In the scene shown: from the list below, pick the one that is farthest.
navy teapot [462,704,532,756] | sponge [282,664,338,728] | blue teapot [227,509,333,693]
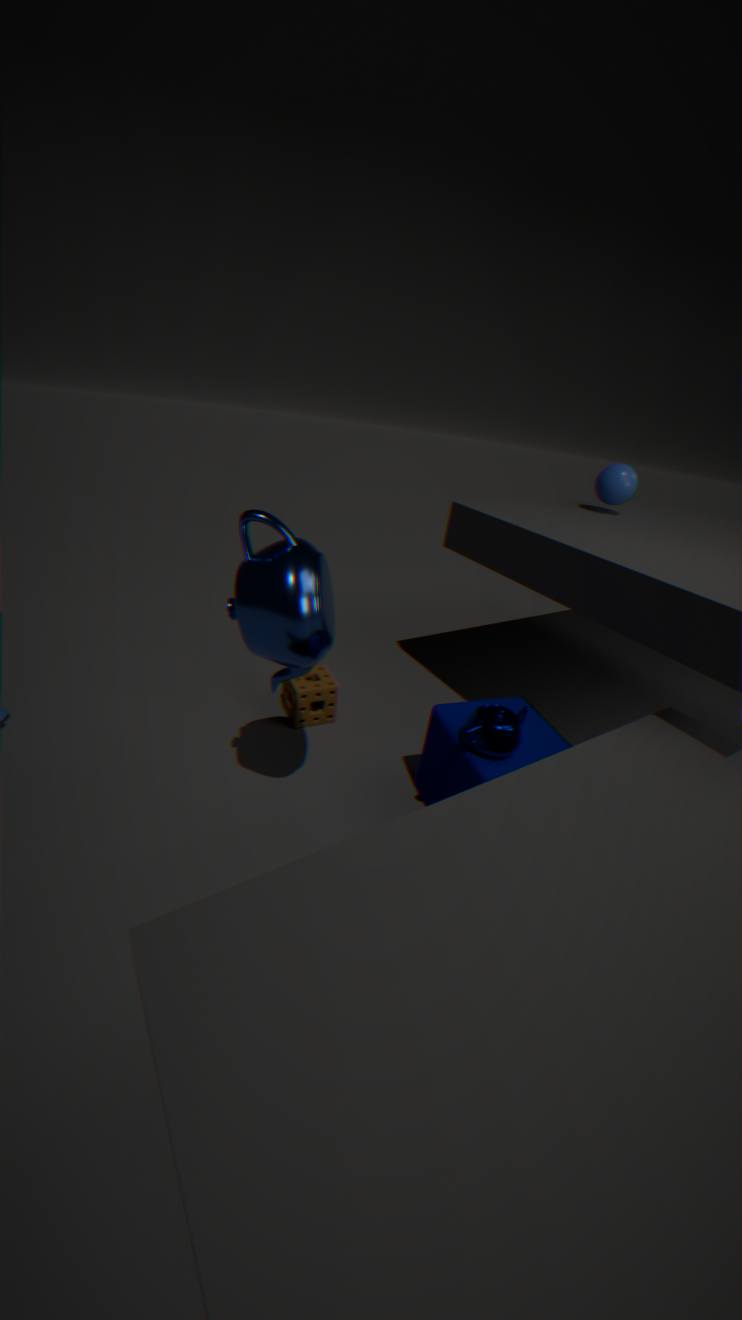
sponge [282,664,338,728]
